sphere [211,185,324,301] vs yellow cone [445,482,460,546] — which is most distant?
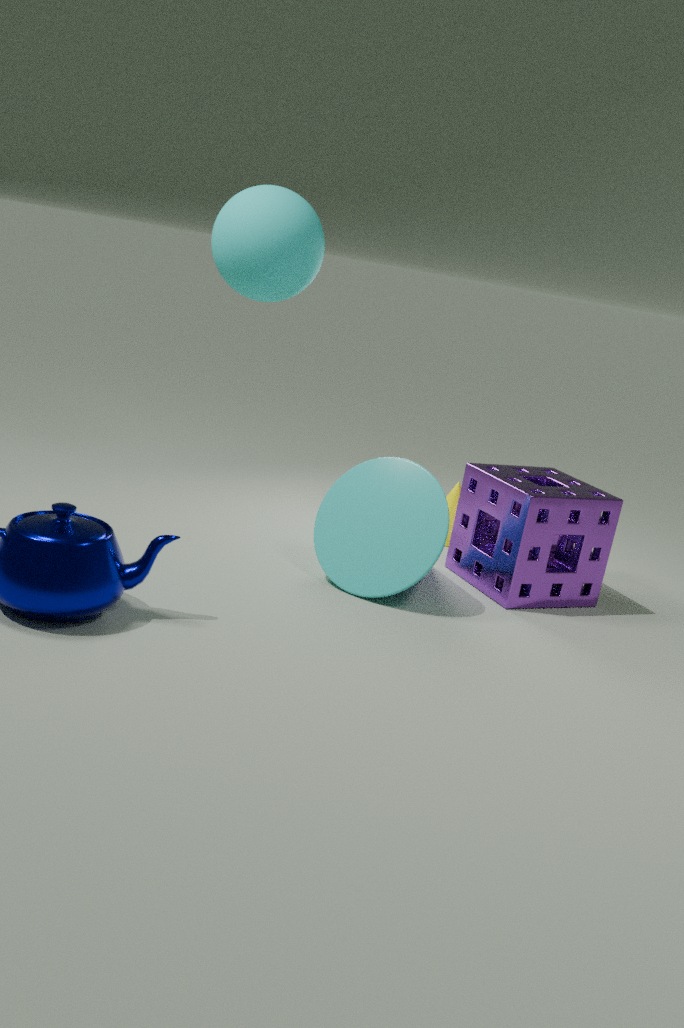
yellow cone [445,482,460,546]
